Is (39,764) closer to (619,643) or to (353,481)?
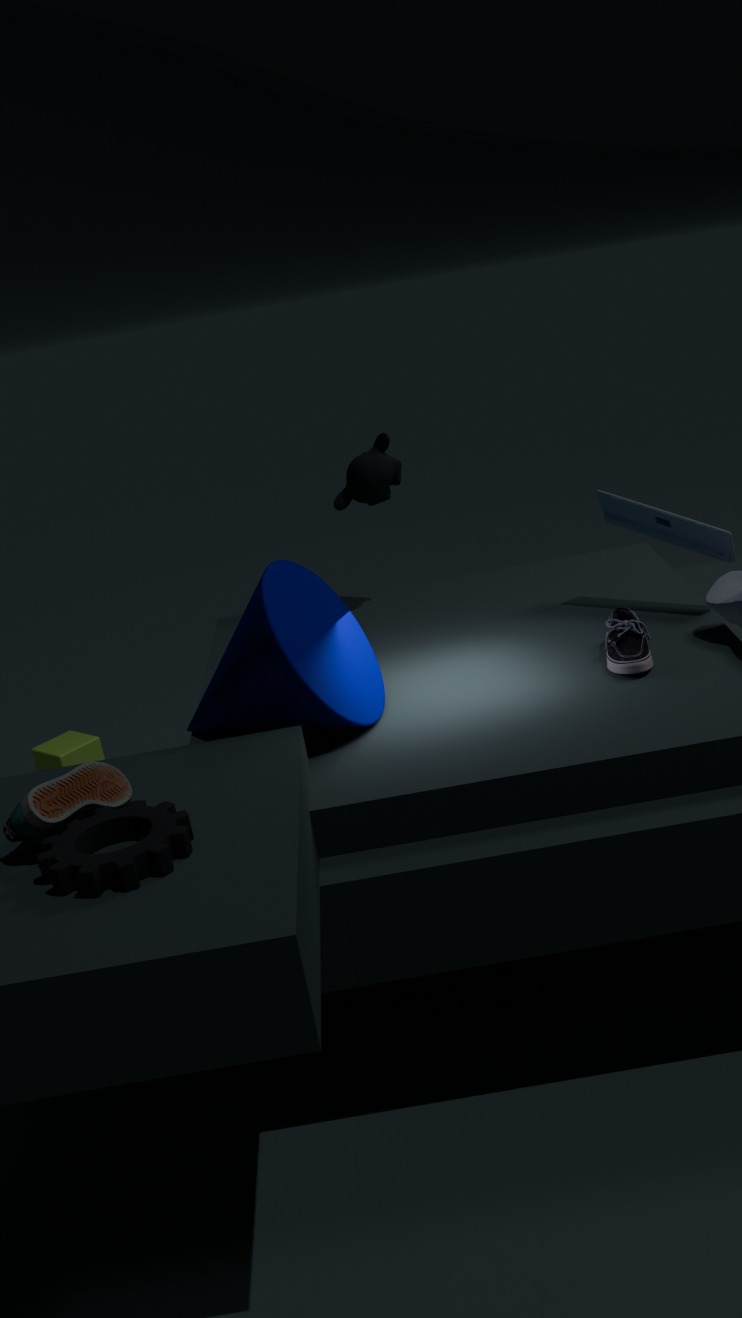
(353,481)
